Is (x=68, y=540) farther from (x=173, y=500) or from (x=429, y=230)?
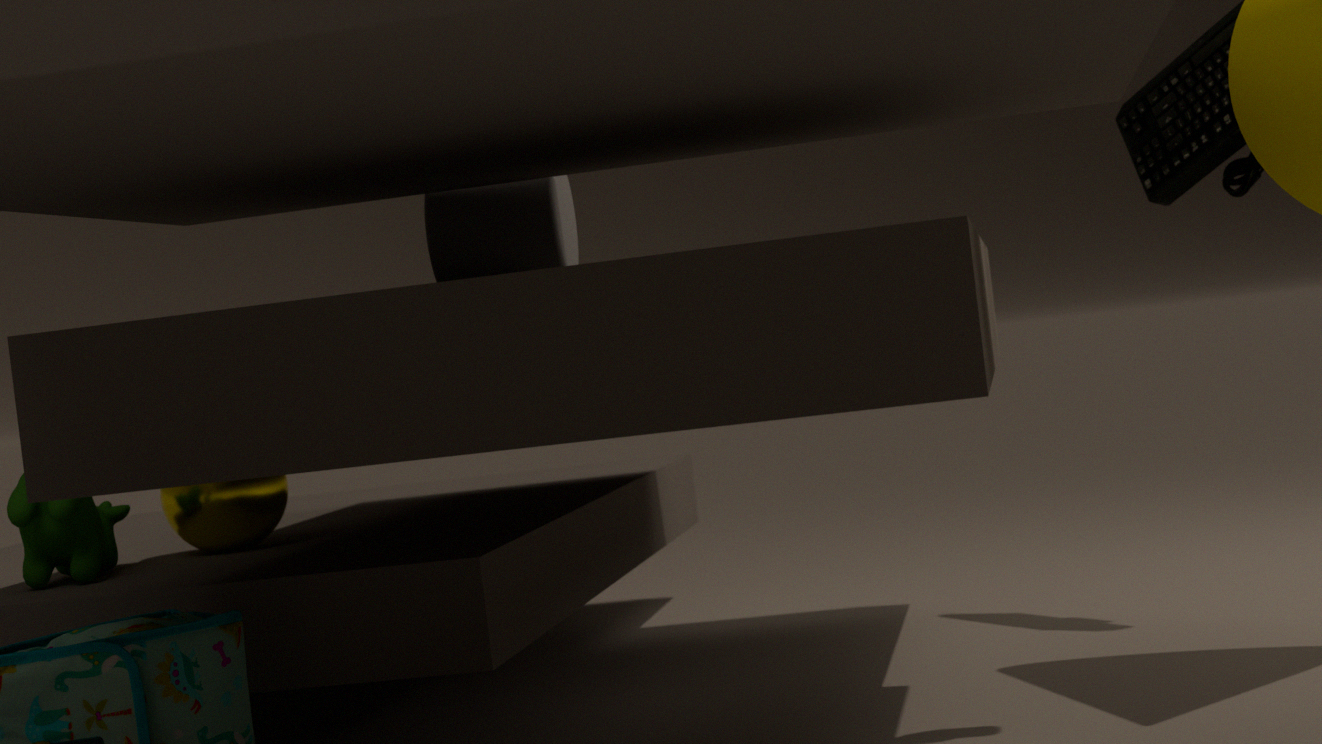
(x=429, y=230)
